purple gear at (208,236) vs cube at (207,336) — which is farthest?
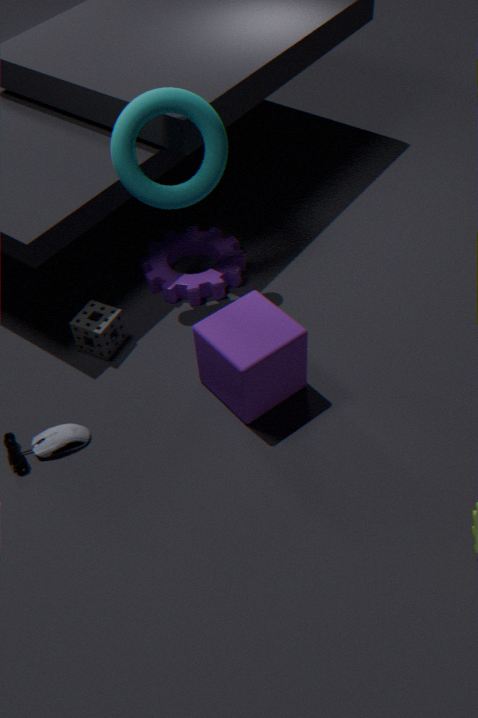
purple gear at (208,236)
